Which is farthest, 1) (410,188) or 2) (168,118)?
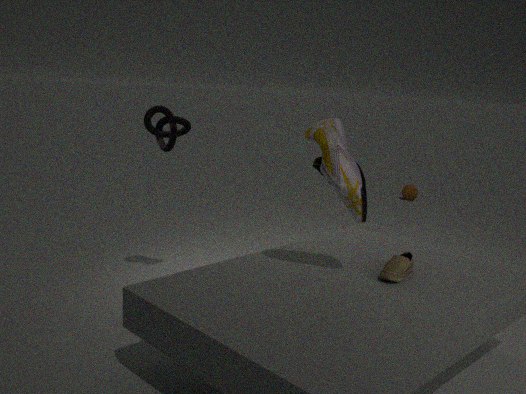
1. (410,188)
